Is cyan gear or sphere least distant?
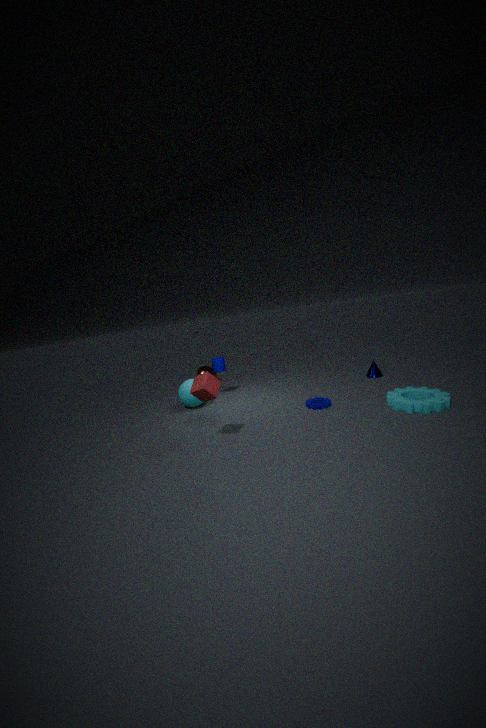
cyan gear
